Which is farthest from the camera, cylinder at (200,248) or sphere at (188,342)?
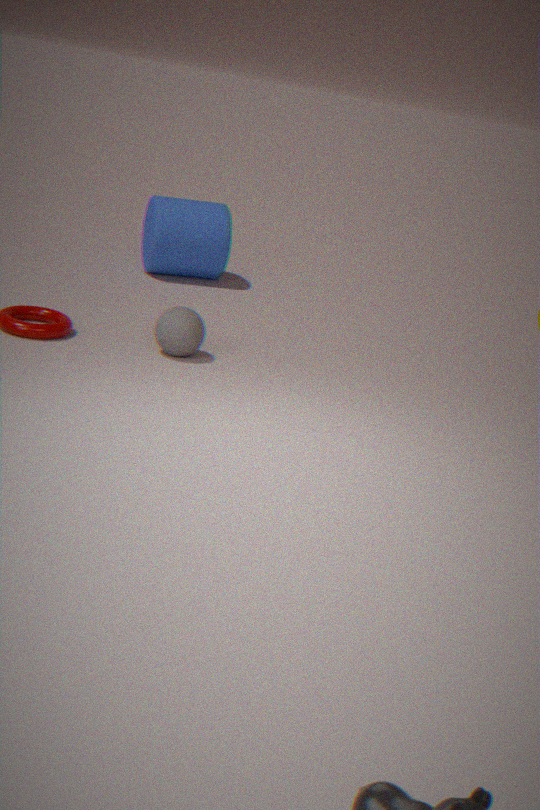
cylinder at (200,248)
